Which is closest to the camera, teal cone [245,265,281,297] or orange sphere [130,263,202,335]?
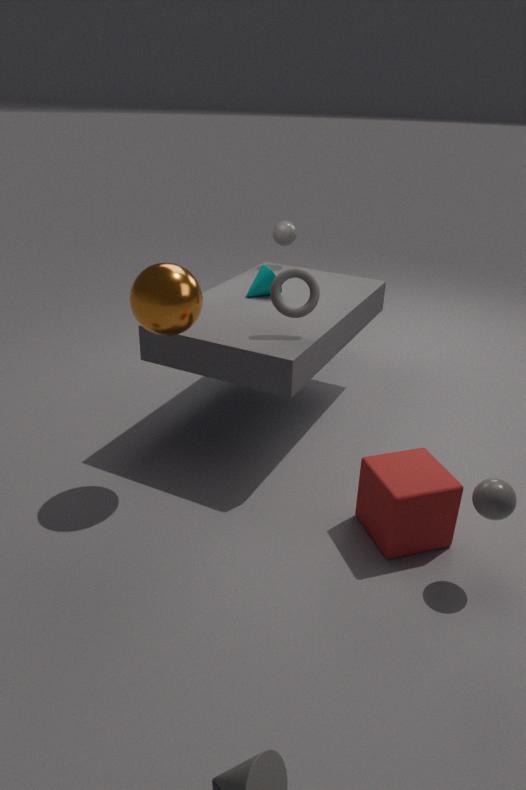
orange sphere [130,263,202,335]
